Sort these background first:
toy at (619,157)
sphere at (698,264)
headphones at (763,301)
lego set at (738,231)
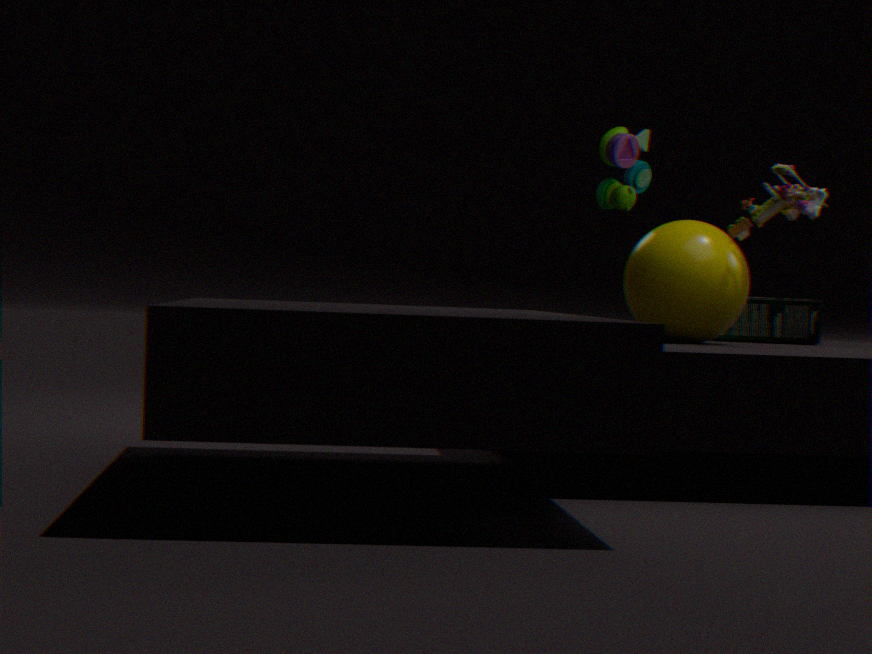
headphones at (763,301) < toy at (619,157) < sphere at (698,264) < lego set at (738,231)
